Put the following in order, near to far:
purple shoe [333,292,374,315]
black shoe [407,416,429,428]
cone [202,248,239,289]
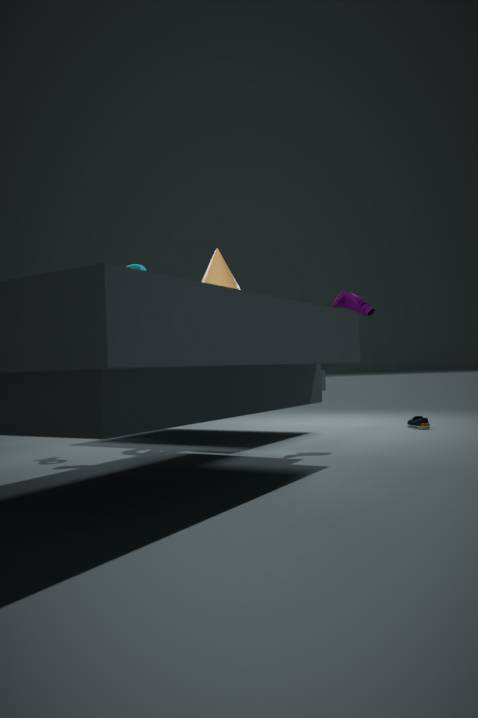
cone [202,248,239,289] → purple shoe [333,292,374,315] → black shoe [407,416,429,428]
